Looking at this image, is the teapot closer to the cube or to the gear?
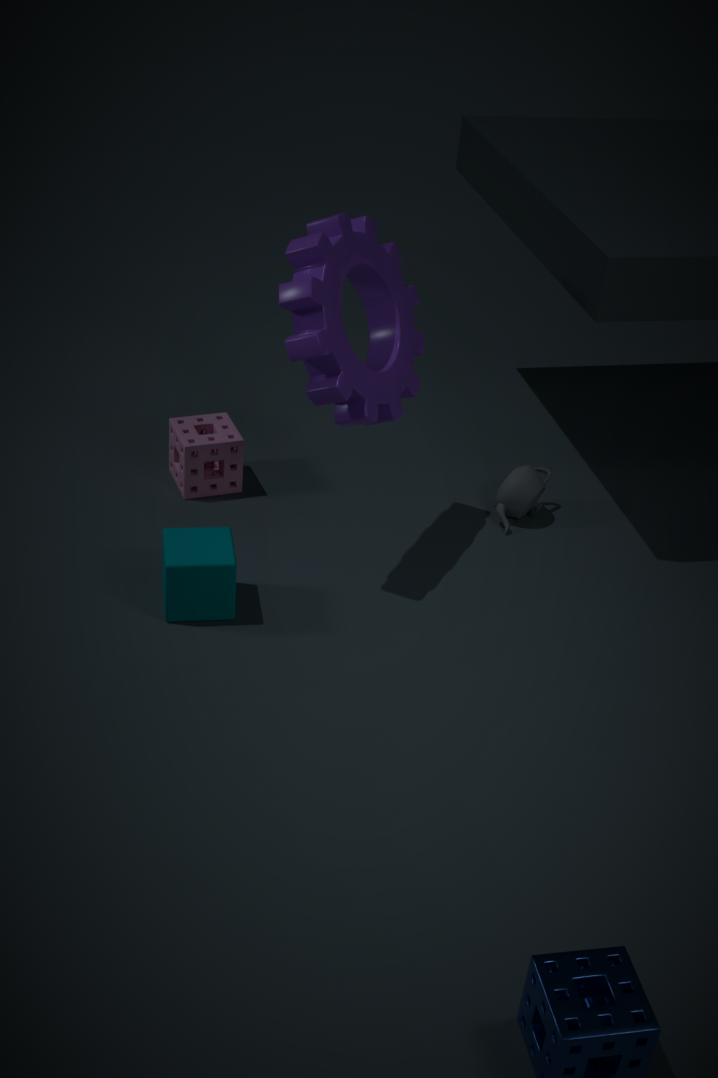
the gear
